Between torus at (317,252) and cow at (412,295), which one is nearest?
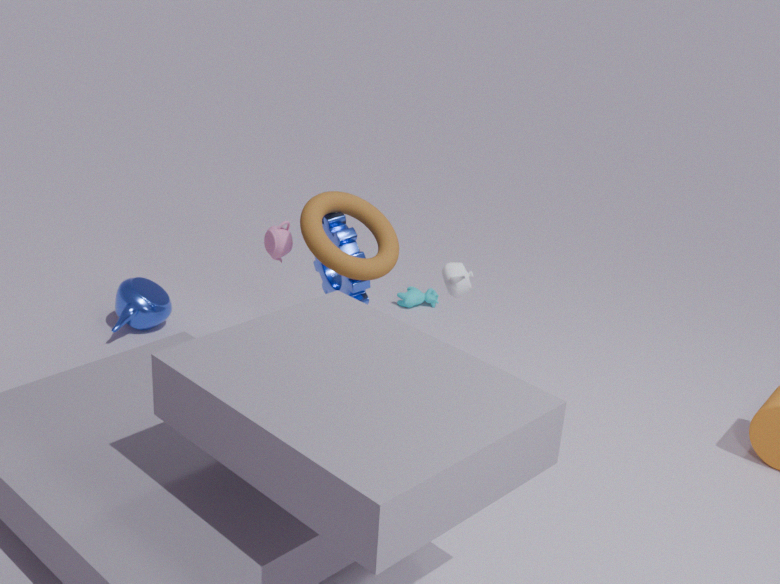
torus at (317,252)
